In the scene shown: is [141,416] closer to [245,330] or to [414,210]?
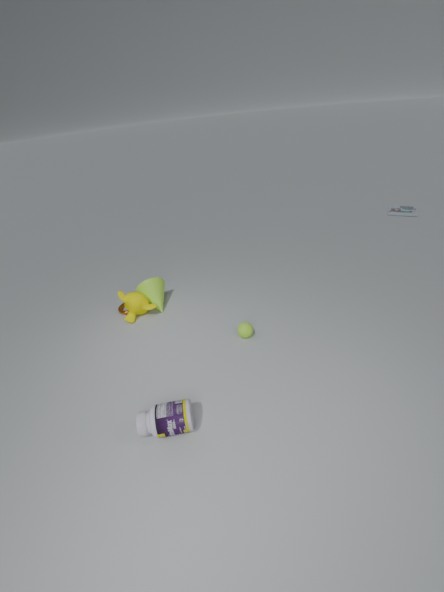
[245,330]
